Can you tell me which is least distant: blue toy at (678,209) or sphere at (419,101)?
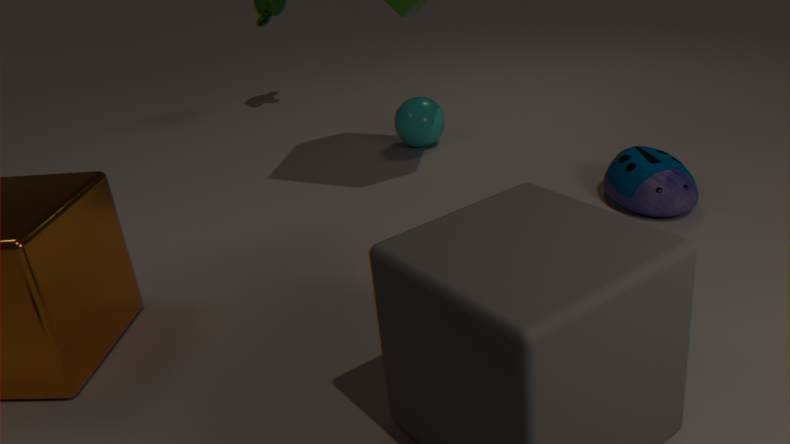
blue toy at (678,209)
